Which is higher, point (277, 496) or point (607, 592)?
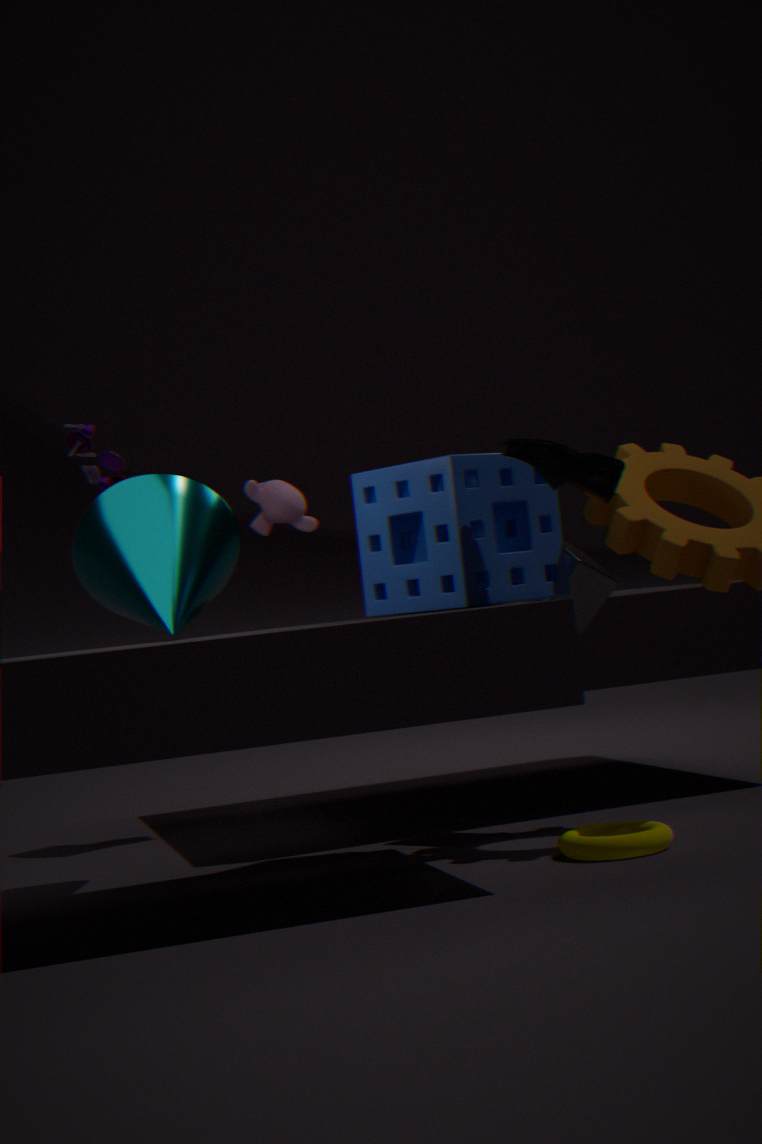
point (277, 496)
